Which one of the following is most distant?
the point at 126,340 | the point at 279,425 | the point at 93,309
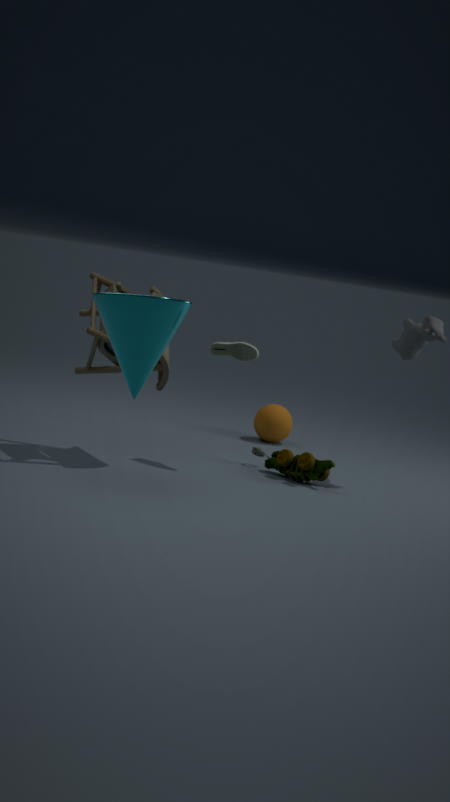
the point at 279,425
